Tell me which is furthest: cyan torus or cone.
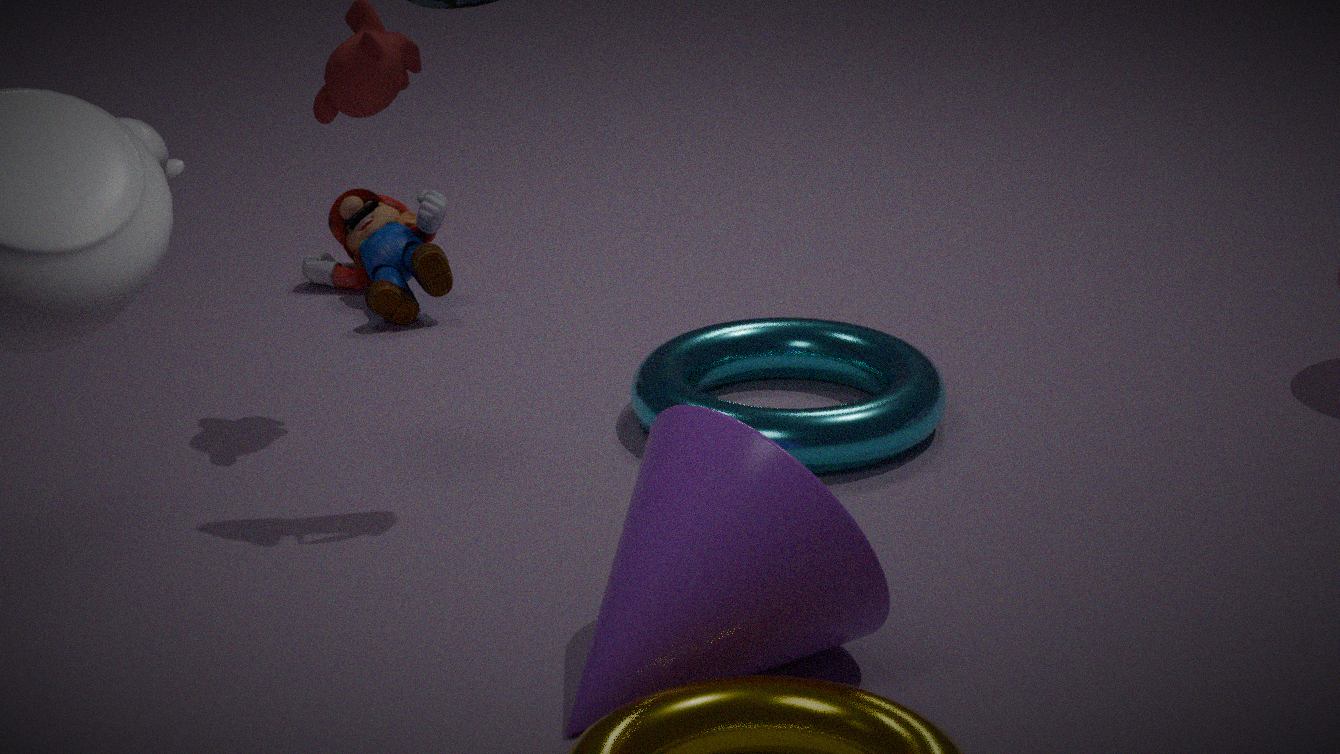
cyan torus
